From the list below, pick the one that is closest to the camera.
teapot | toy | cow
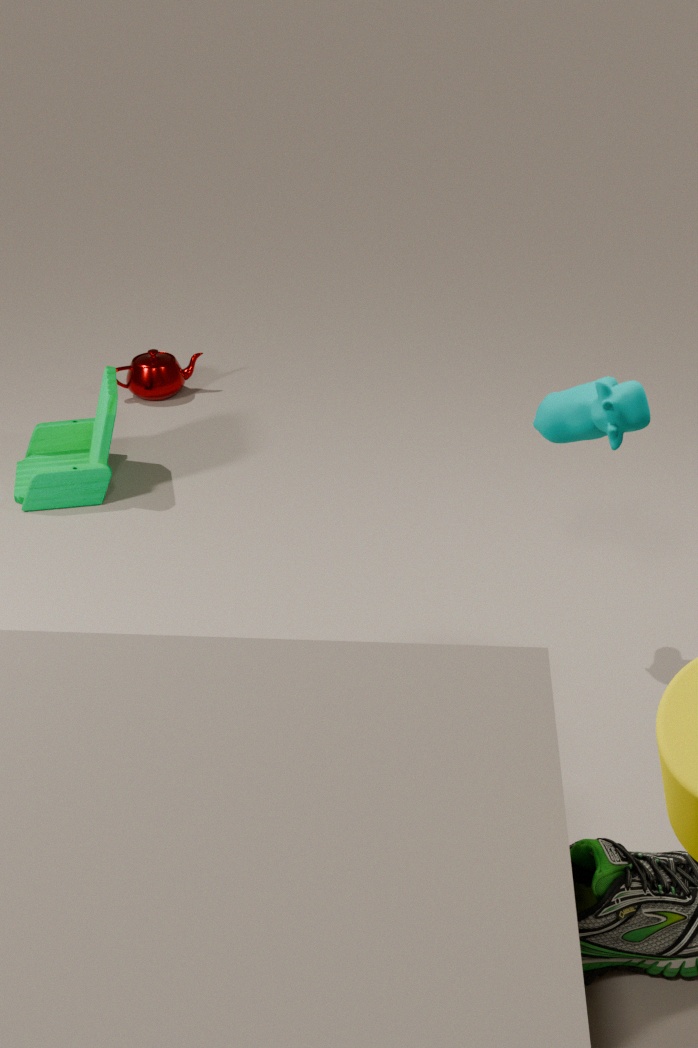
cow
